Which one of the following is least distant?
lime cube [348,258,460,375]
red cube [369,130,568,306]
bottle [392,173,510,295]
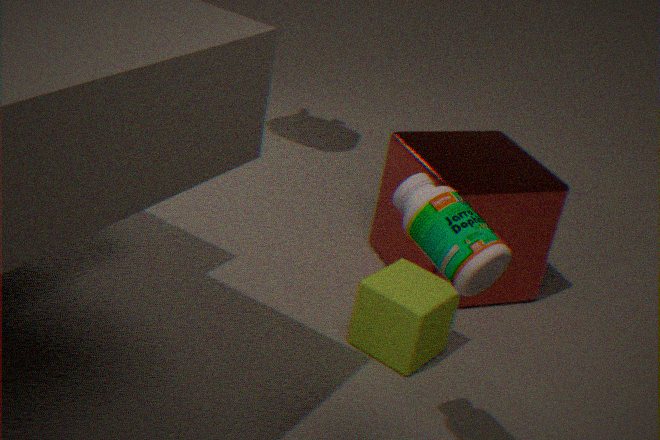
bottle [392,173,510,295]
